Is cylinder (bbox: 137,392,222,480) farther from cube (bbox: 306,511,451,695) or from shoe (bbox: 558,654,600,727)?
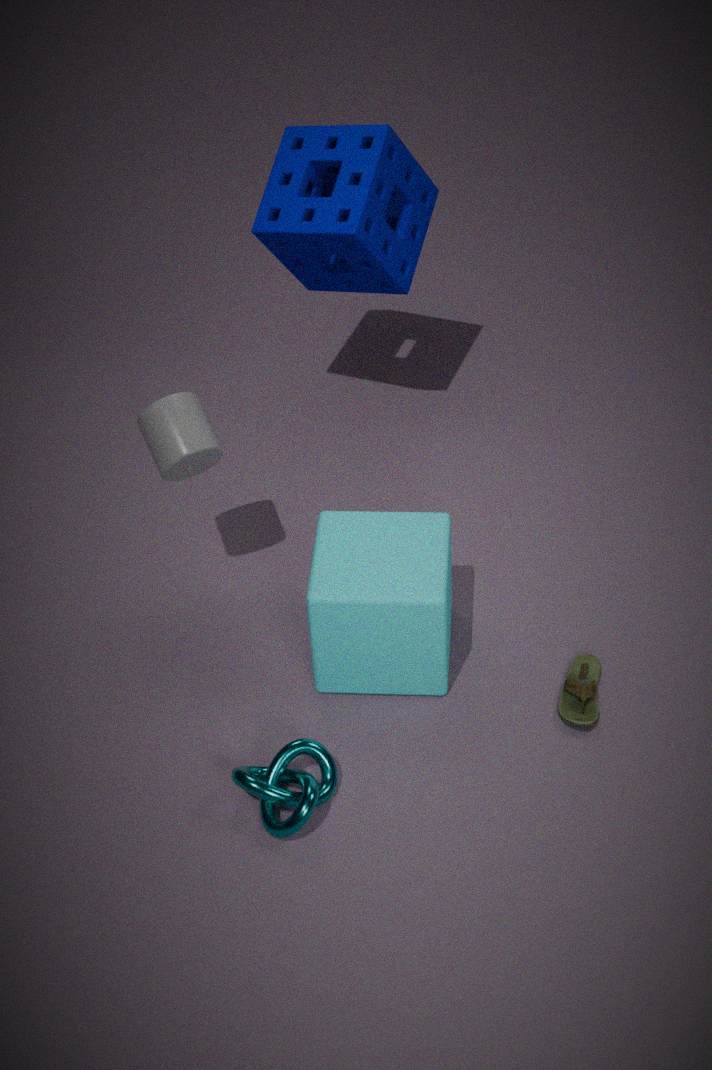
shoe (bbox: 558,654,600,727)
